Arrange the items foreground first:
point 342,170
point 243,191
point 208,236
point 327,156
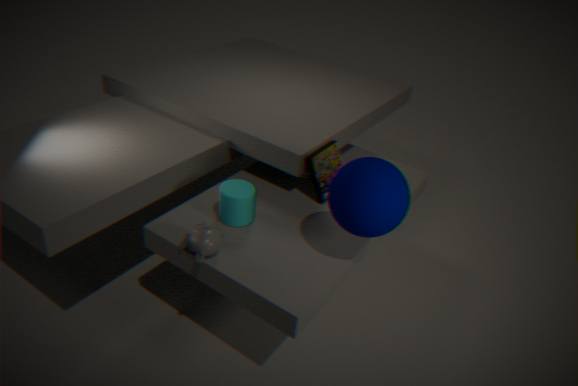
point 342,170, point 208,236, point 243,191, point 327,156
